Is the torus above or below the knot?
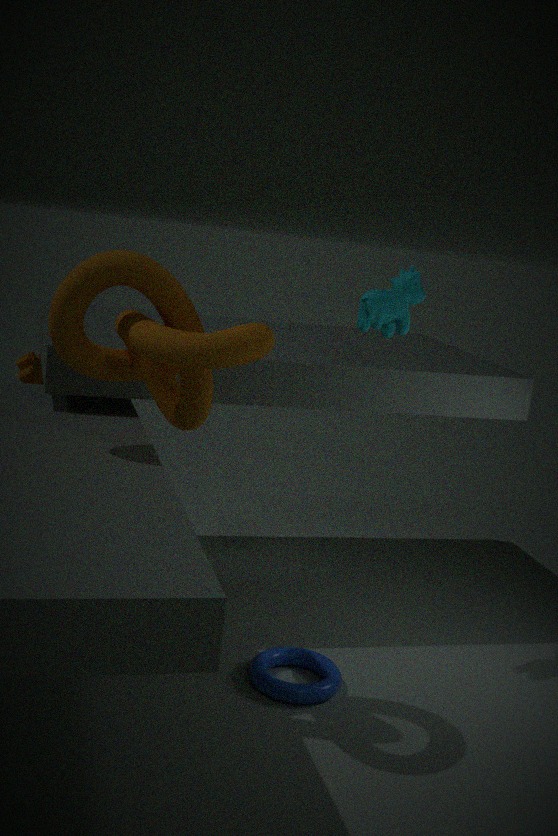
below
